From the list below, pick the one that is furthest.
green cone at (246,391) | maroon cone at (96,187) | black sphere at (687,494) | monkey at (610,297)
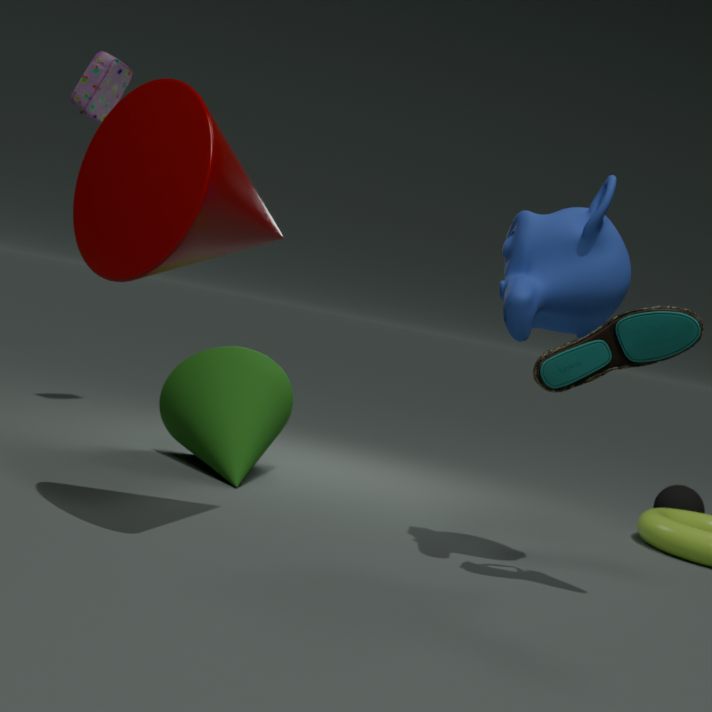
black sphere at (687,494)
